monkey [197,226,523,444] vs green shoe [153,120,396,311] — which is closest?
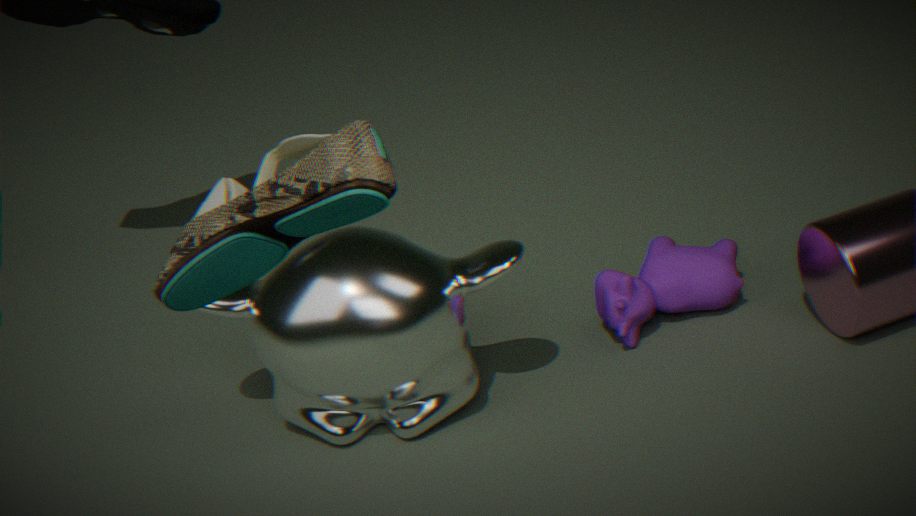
green shoe [153,120,396,311]
